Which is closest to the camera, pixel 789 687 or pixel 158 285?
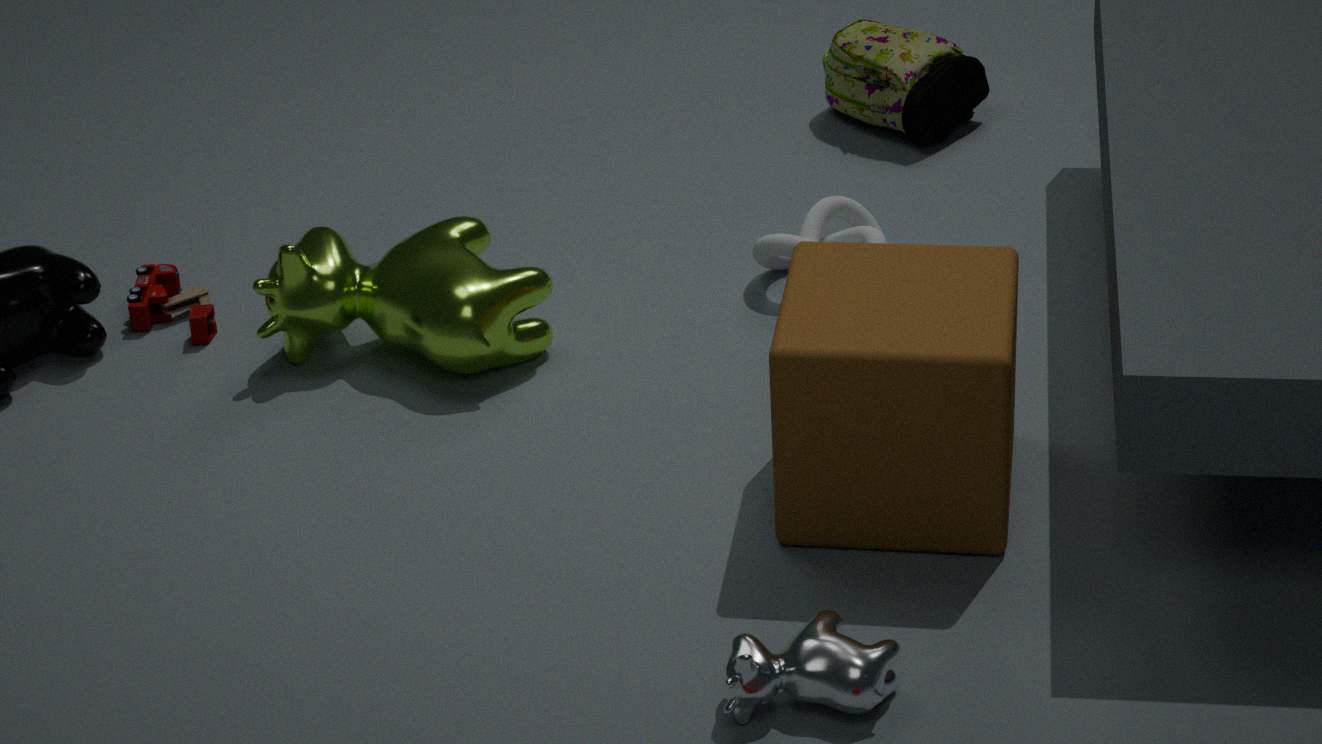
pixel 789 687
